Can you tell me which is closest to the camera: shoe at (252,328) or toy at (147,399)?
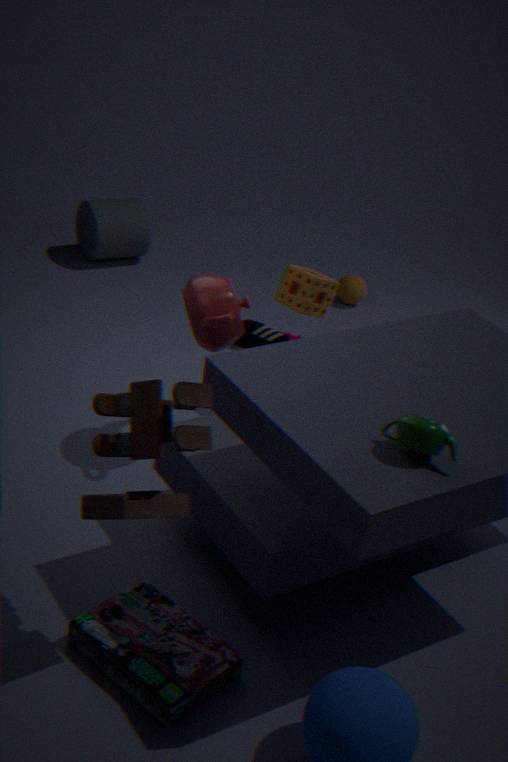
toy at (147,399)
